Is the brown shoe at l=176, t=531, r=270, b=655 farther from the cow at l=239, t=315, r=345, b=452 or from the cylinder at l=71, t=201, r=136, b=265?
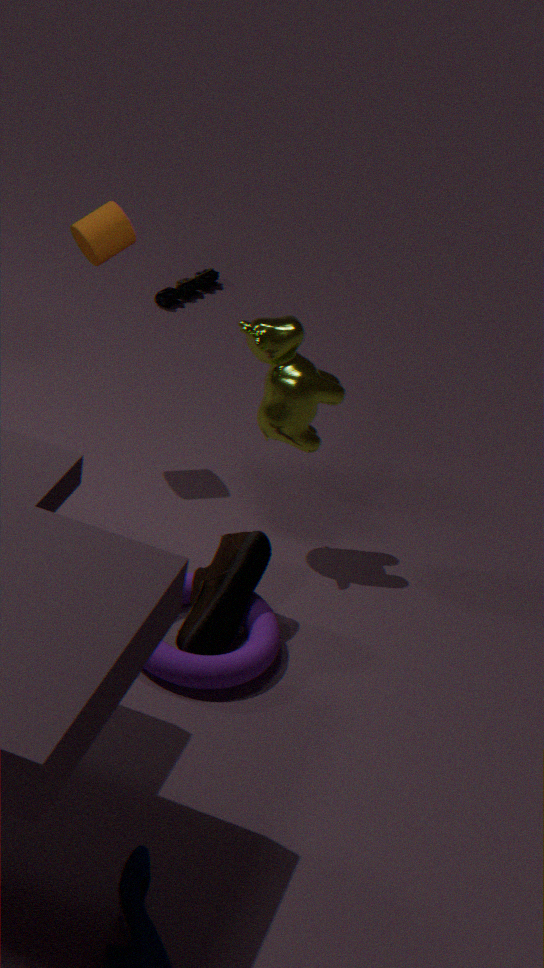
the cylinder at l=71, t=201, r=136, b=265
